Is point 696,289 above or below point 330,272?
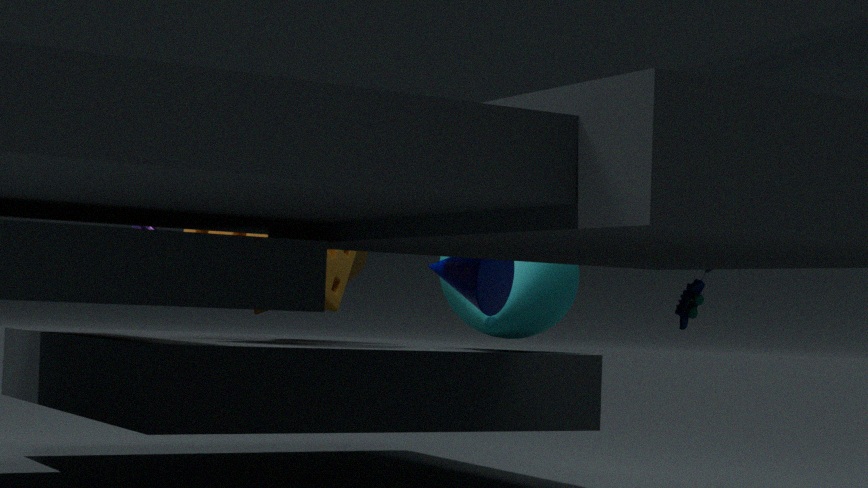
below
